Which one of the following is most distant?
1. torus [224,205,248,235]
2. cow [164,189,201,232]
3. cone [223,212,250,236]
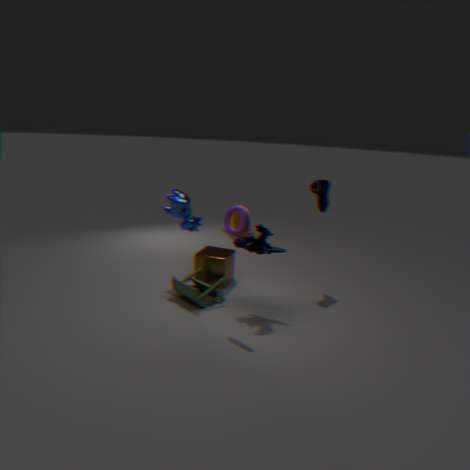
cone [223,212,250,236]
